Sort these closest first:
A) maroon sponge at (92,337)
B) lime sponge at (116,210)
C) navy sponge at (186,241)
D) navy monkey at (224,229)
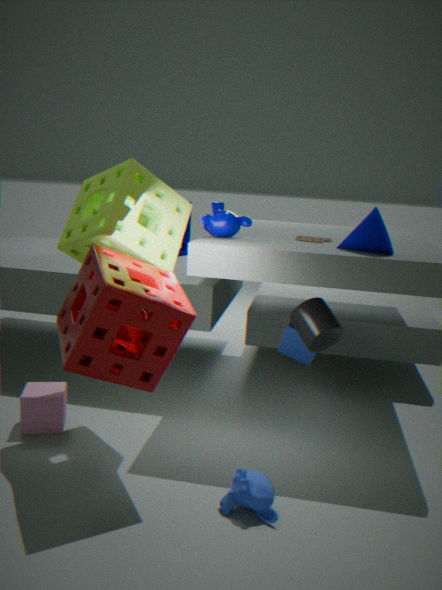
maroon sponge at (92,337) < lime sponge at (116,210) < navy monkey at (224,229) < navy sponge at (186,241)
